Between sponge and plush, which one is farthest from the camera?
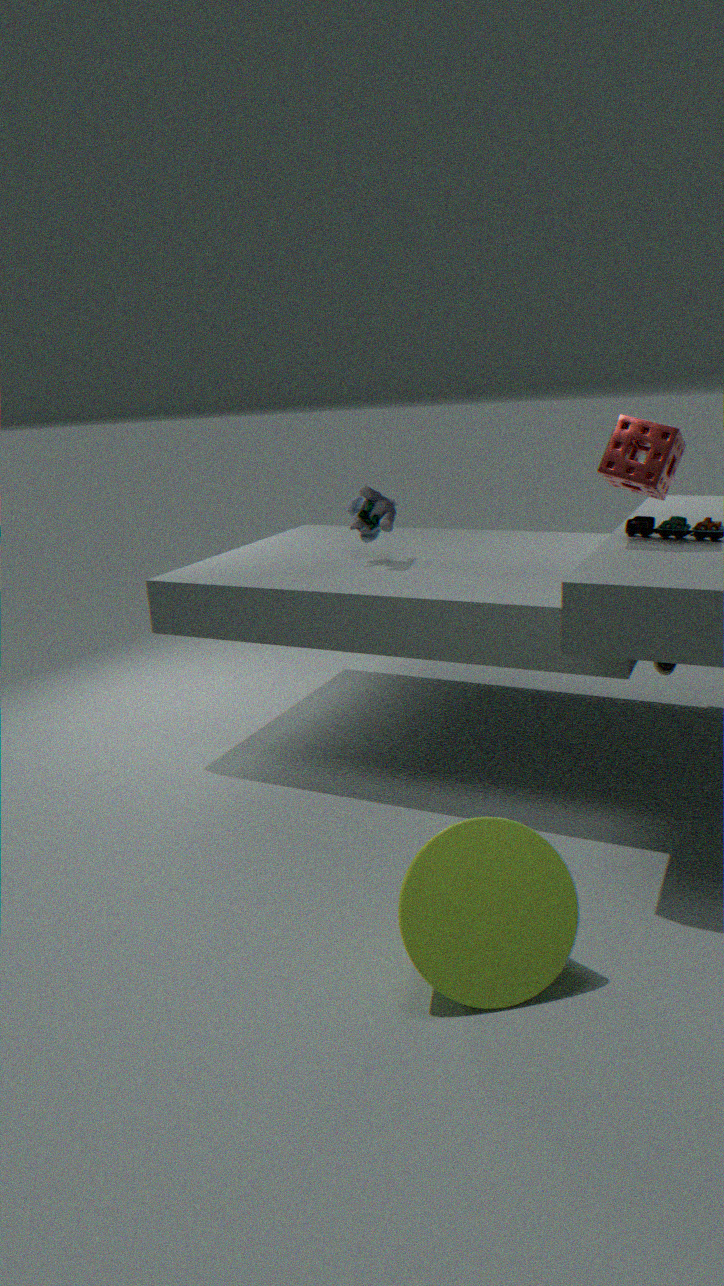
plush
